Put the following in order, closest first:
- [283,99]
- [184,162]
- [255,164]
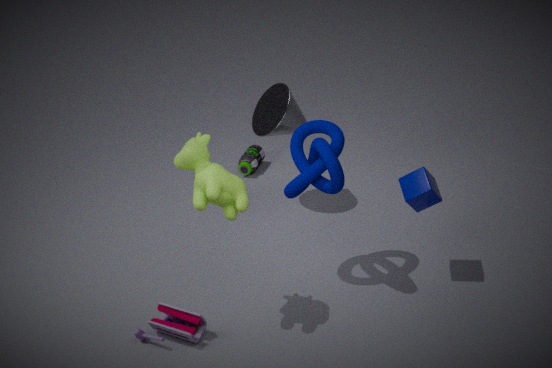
[184,162]
[283,99]
[255,164]
